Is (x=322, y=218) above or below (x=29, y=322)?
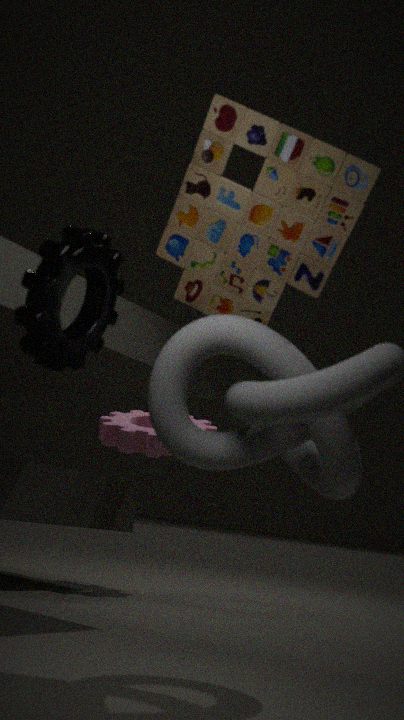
above
